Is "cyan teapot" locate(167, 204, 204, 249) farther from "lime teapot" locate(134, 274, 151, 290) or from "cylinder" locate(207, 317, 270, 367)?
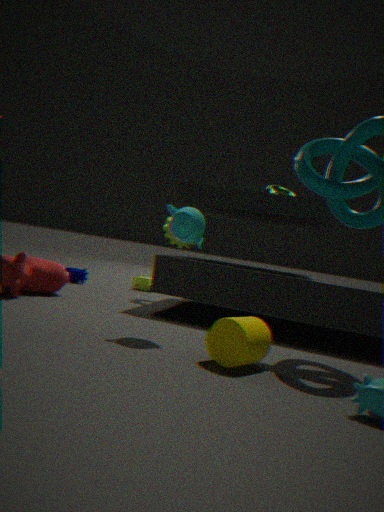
"lime teapot" locate(134, 274, 151, 290)
